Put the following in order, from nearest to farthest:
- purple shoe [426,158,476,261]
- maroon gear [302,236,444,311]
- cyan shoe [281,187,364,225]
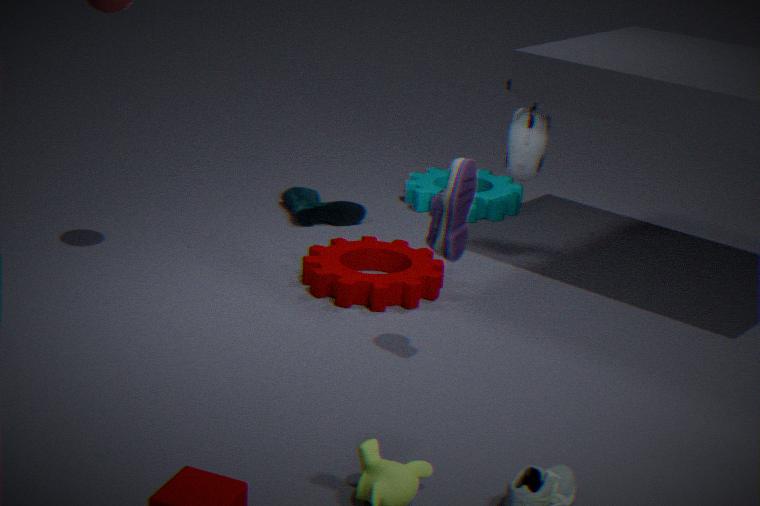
purple shoe [426,158,476,261] < maroon gear [302,236,444,311] < cyan shoe [281,187,364,225]
